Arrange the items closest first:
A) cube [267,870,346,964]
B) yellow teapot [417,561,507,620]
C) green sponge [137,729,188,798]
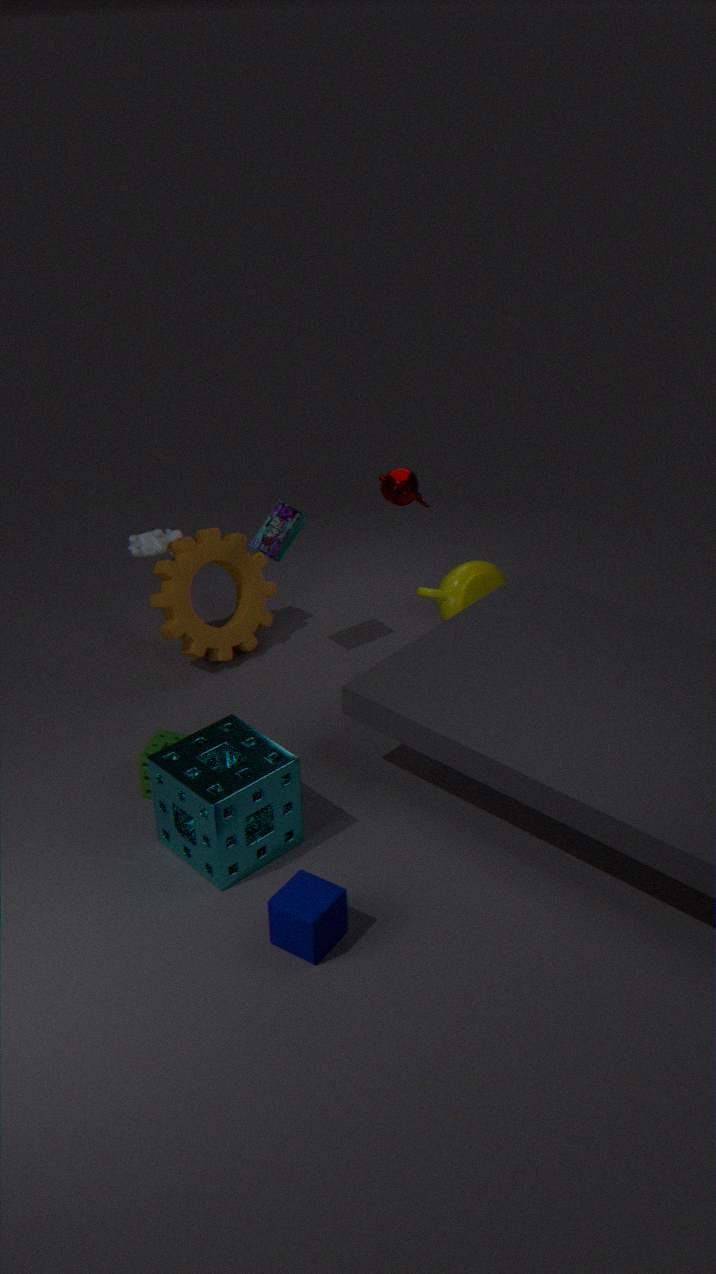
cube [267,870,346,964] → green sponge [137,729,188,798] → yellow teapot [417,561,507,620]
